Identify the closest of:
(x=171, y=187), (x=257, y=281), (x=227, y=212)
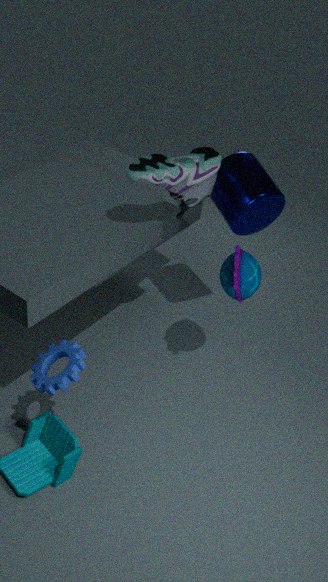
(x=171, y=187)
